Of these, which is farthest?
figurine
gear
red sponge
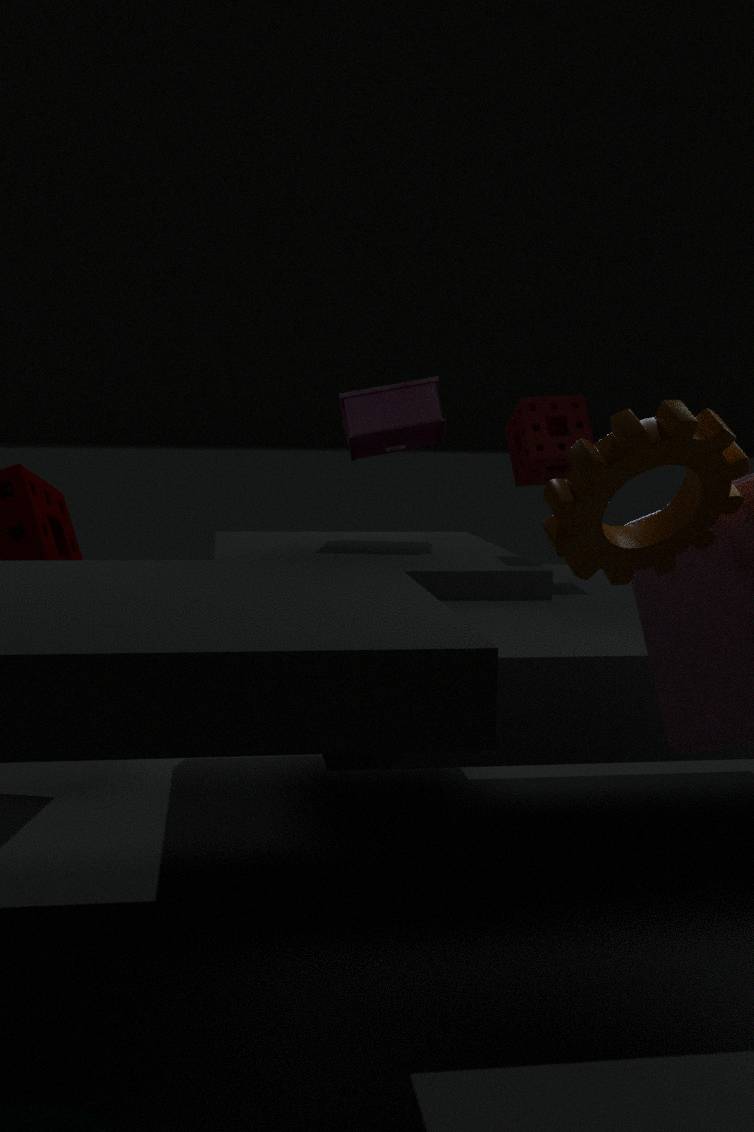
figurine
